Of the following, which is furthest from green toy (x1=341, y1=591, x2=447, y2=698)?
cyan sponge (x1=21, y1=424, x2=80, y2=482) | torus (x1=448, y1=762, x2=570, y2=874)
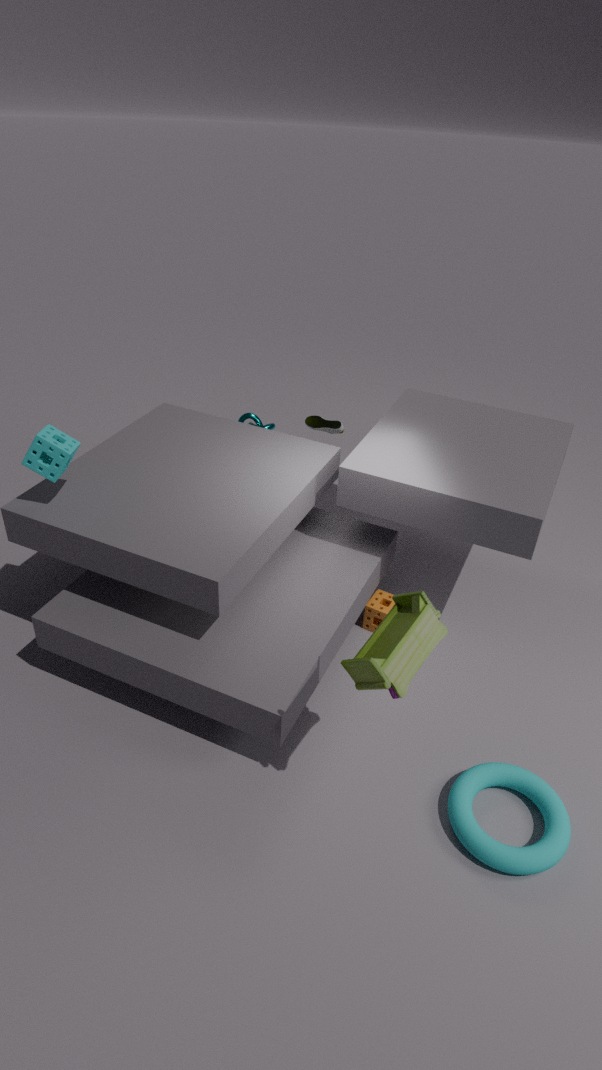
cyan sponge (x1=21, y1=424, x2=80, y2=482)
